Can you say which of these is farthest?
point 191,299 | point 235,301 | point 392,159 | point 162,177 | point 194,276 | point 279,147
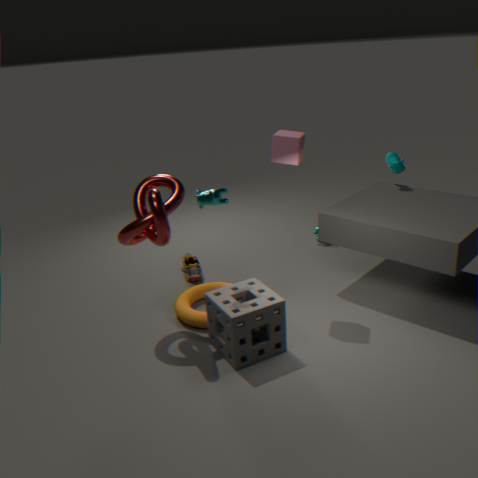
point 392,159
